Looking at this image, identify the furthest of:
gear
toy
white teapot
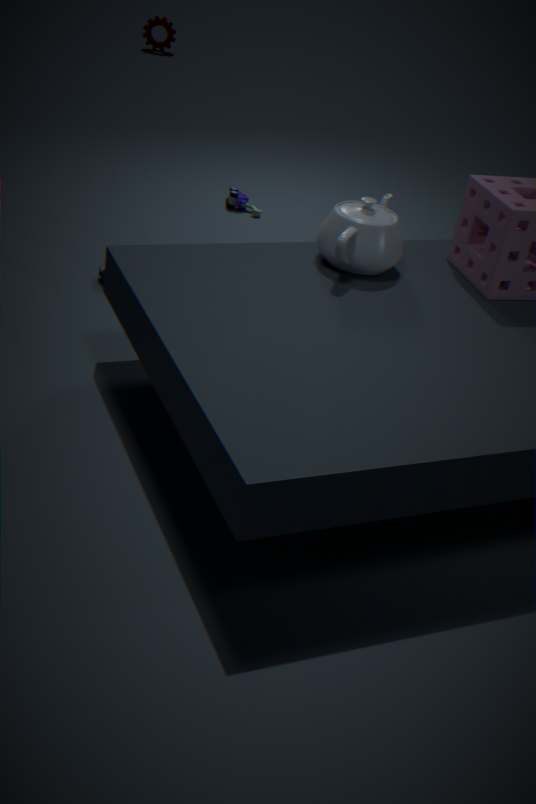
gear
